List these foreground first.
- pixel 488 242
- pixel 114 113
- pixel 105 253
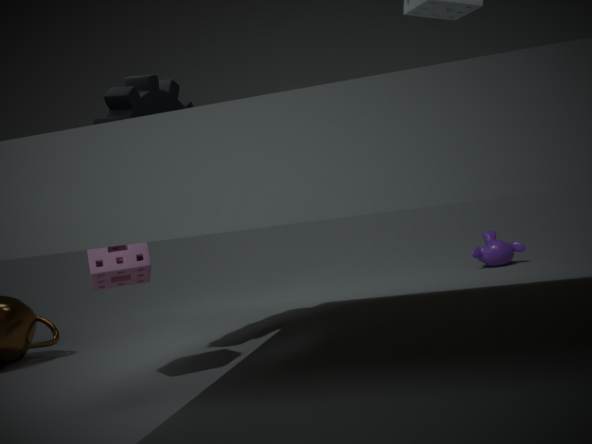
pixel 105 253 → pixel 114 113 → pixel 488 242
